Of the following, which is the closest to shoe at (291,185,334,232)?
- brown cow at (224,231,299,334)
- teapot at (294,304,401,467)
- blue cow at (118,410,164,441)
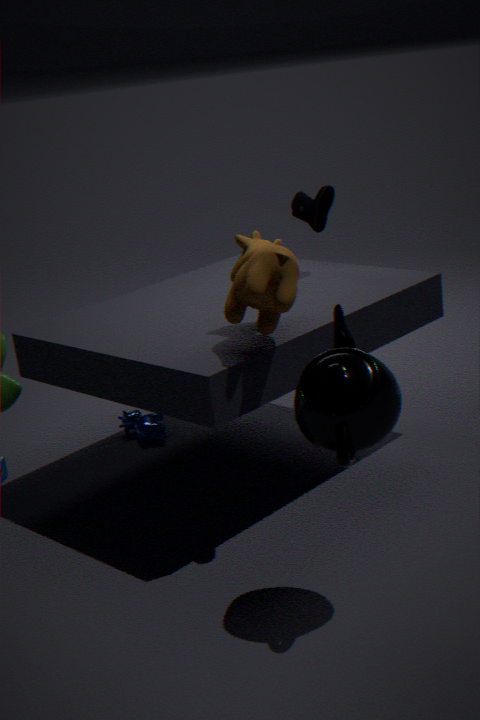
brown cow at (224,231,299,334)
